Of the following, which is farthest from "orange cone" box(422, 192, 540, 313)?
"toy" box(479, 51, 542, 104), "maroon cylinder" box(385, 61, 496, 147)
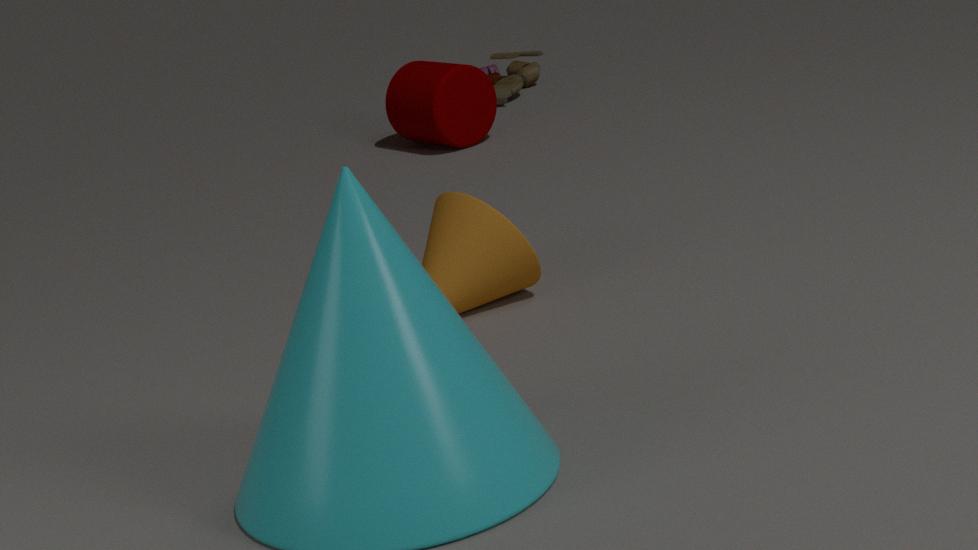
"toy" box(479, 51, 542, 104)
